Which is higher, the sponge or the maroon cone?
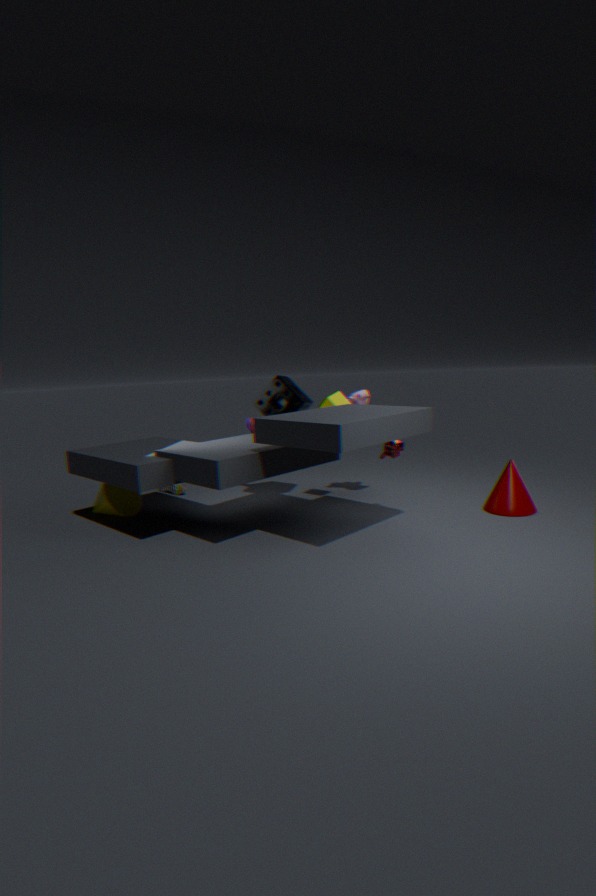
the sponge
